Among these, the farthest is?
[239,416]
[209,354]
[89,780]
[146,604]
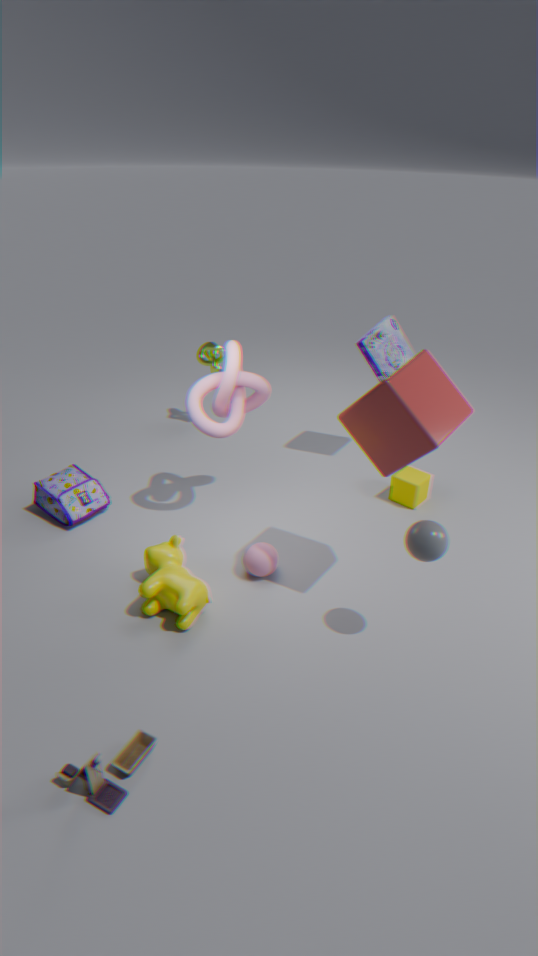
[209,354]
